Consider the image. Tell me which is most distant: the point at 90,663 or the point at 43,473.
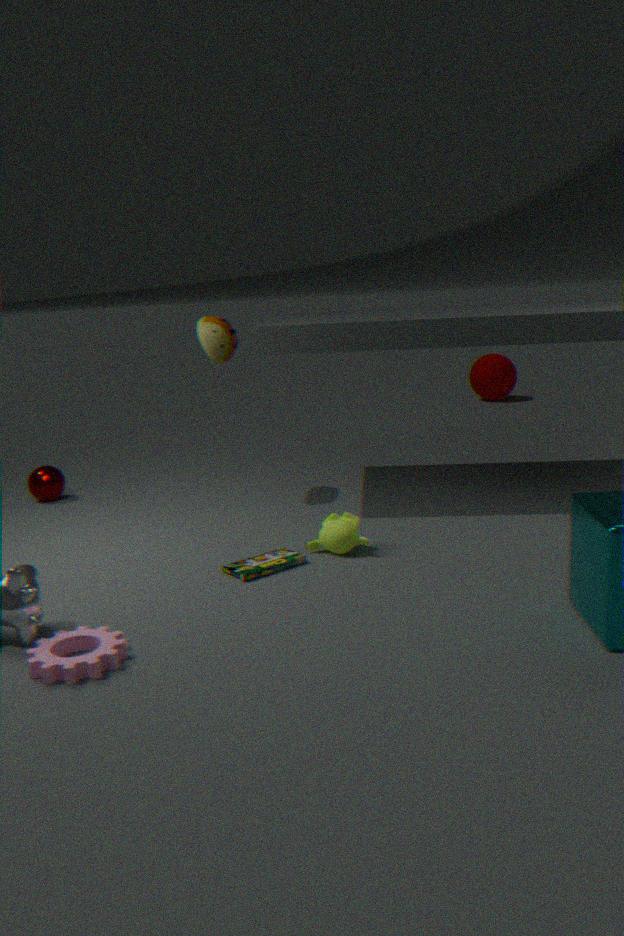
the point at 43,473
